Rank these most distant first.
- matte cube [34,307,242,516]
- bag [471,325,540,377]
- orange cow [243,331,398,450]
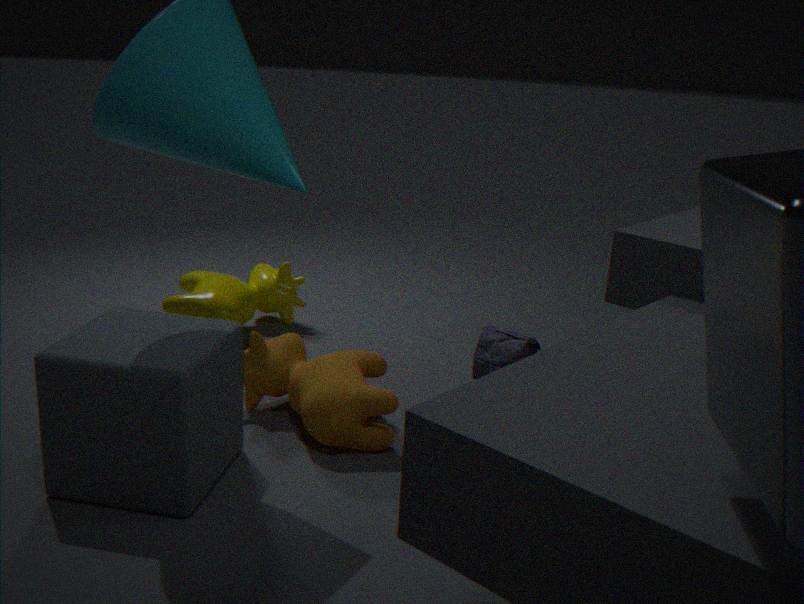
1. bag [471,325,540,377]
2. orange cow [243,331,398,450]
3. matte cube [34,307,242,516]
